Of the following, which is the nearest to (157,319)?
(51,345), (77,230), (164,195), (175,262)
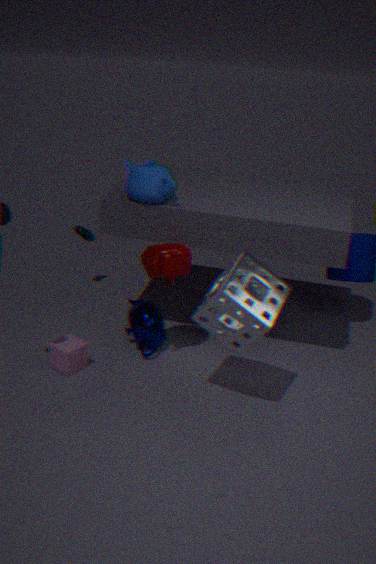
(175,262)
